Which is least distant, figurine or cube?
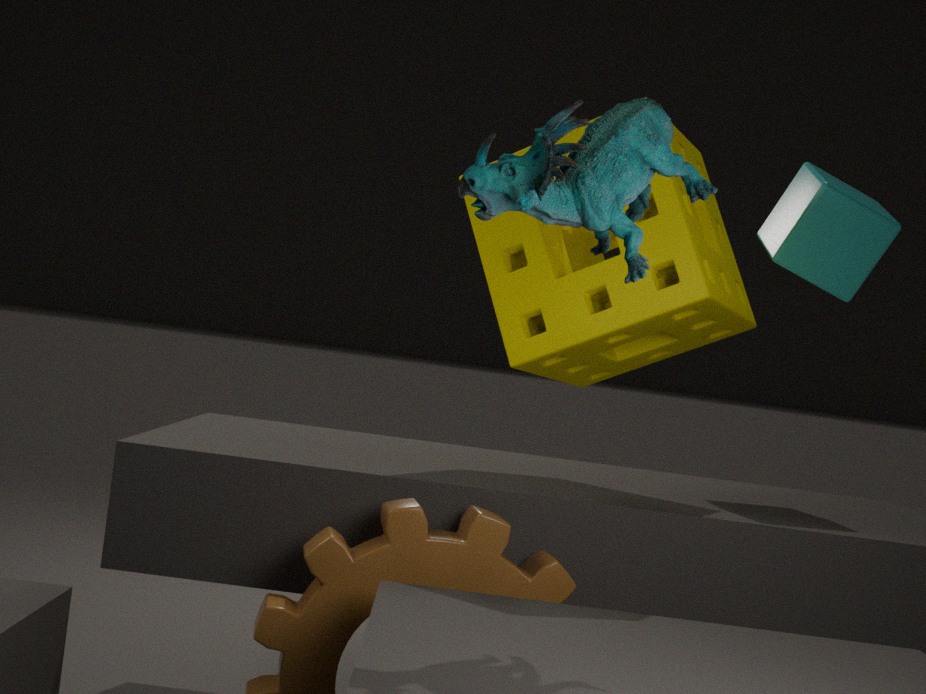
figurine
